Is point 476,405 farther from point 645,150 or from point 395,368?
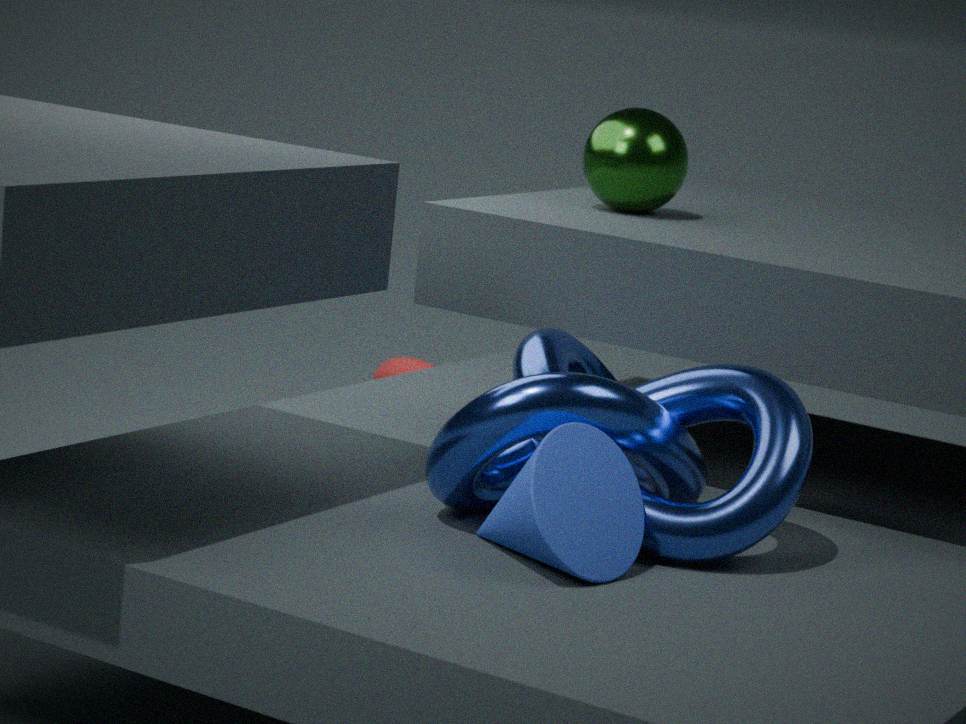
point 395,368
